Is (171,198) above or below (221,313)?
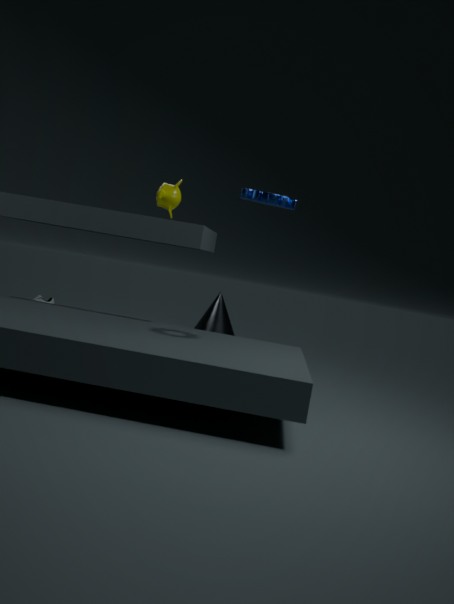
above
